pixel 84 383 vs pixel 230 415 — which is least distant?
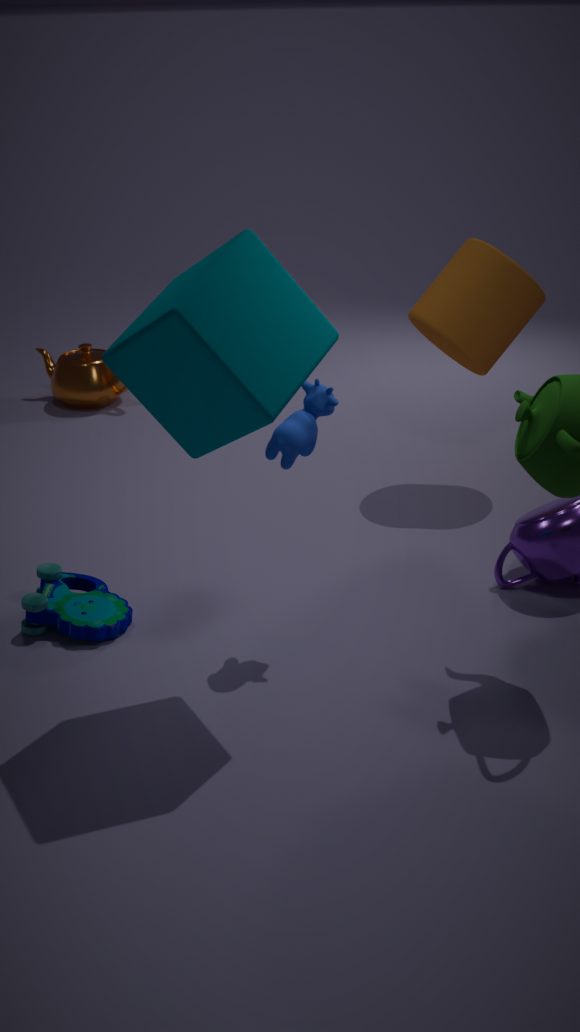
pixel 230 415
